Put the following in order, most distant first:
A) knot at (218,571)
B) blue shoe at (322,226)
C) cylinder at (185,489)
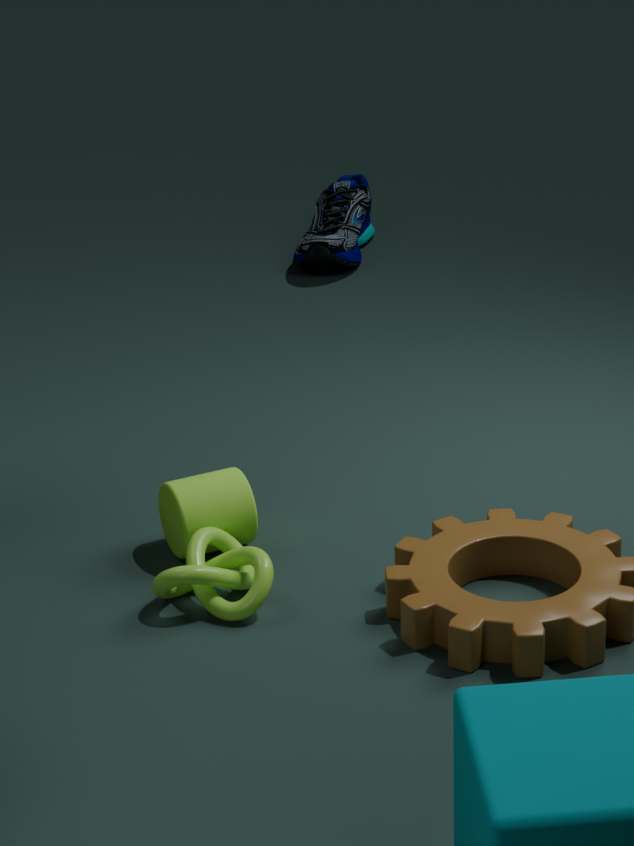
blue shoe at (322,226) < cylinder at (185,489) < knot at (218,571)
